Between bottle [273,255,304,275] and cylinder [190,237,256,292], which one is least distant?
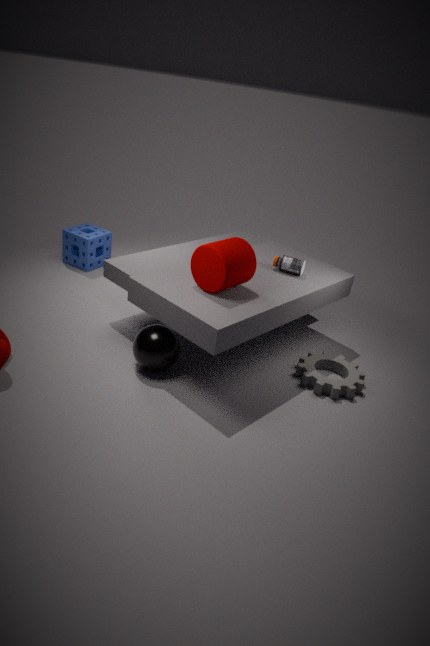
cylinder [190,237,256,292]
